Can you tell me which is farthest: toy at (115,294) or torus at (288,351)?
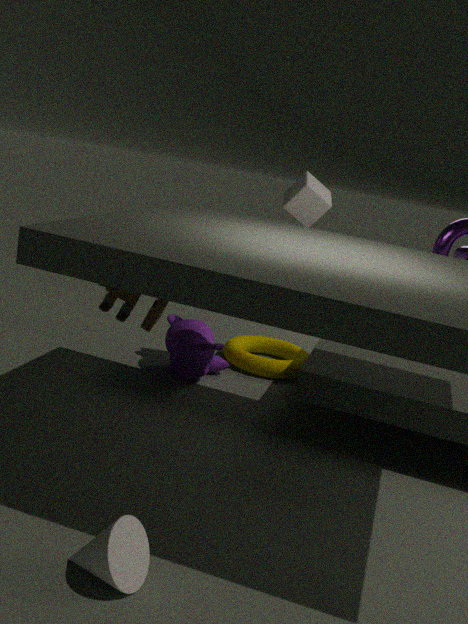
torus at (288,351)
